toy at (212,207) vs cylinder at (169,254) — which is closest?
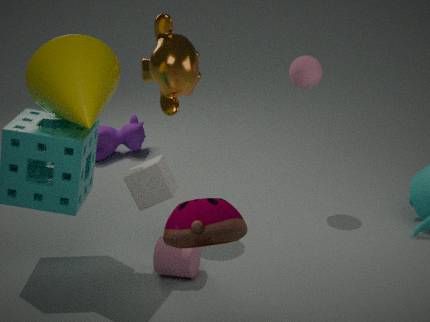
toy at (212,207)
